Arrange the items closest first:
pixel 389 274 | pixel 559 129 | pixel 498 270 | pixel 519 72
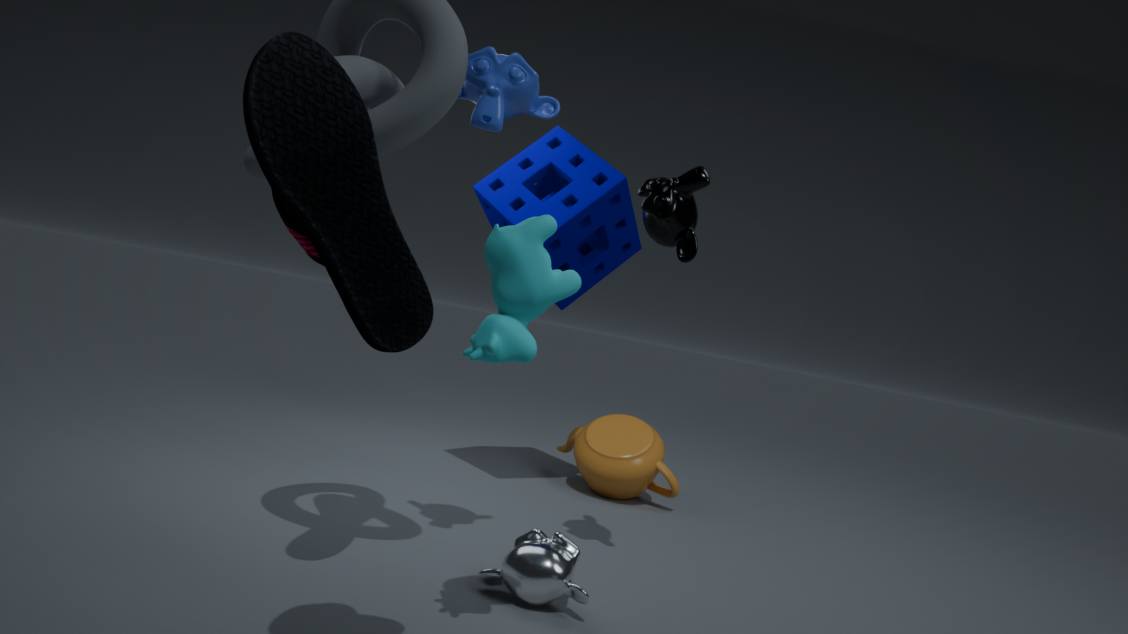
pixel 389 274 → pixel 498 270 → pixel 519 72 → pixel 559 129
